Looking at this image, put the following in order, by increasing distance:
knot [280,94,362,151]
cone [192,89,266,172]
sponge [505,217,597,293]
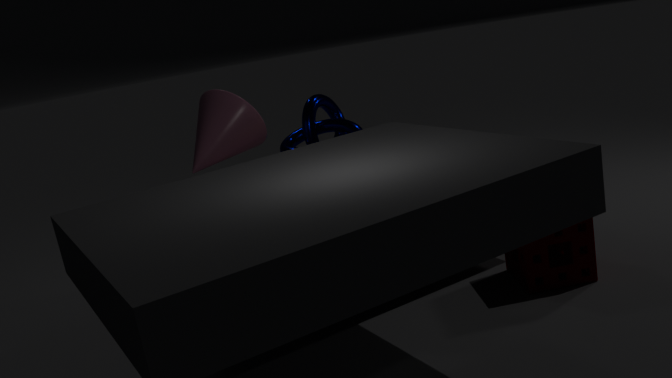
sponge [505,217,597,293]
cone [192,89,266,172]
knot [280,94,362,151]
